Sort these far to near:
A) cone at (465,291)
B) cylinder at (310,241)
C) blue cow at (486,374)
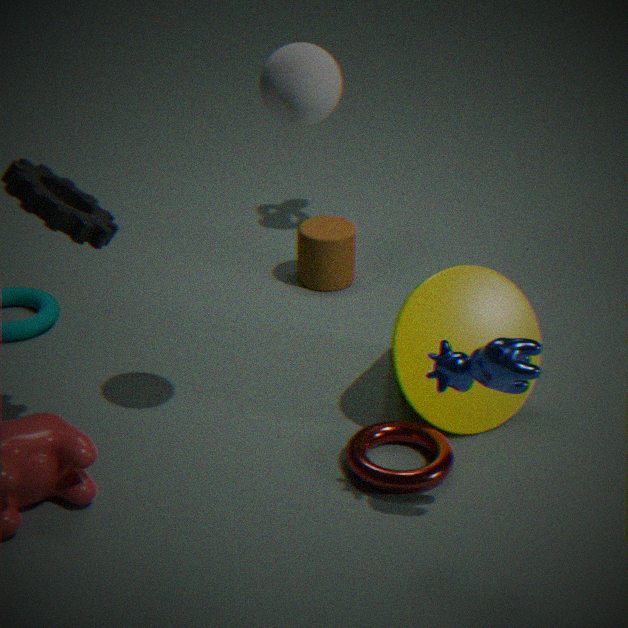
cylinder at (310,241) → cone at (465,291) → blue cow at (486,374)
